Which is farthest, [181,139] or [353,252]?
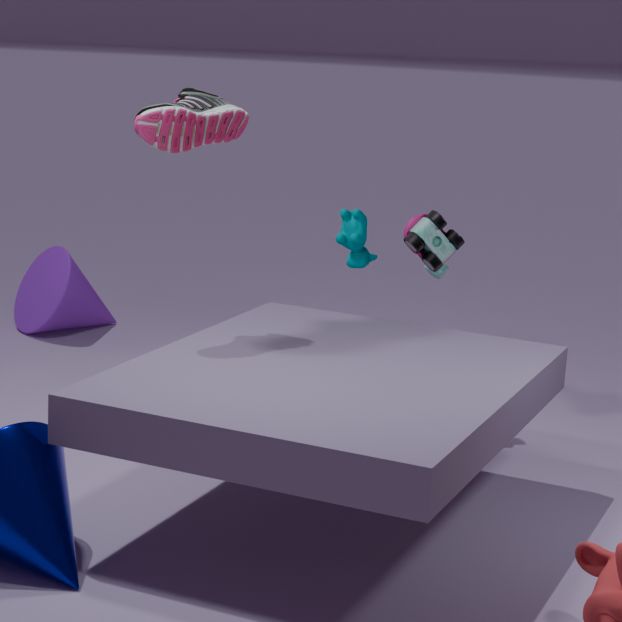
[353,252]
